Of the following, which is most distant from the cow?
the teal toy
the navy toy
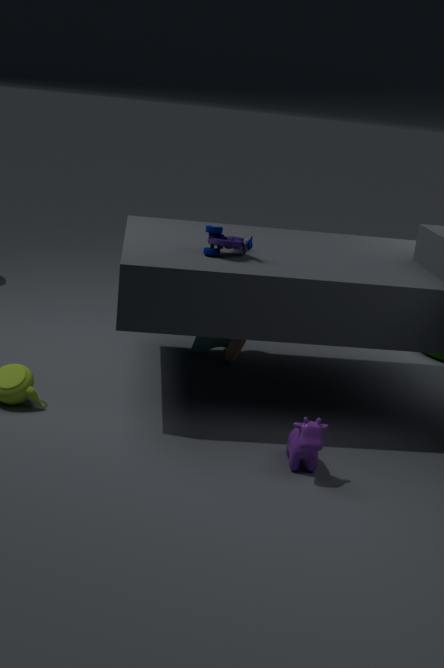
the teal toy
